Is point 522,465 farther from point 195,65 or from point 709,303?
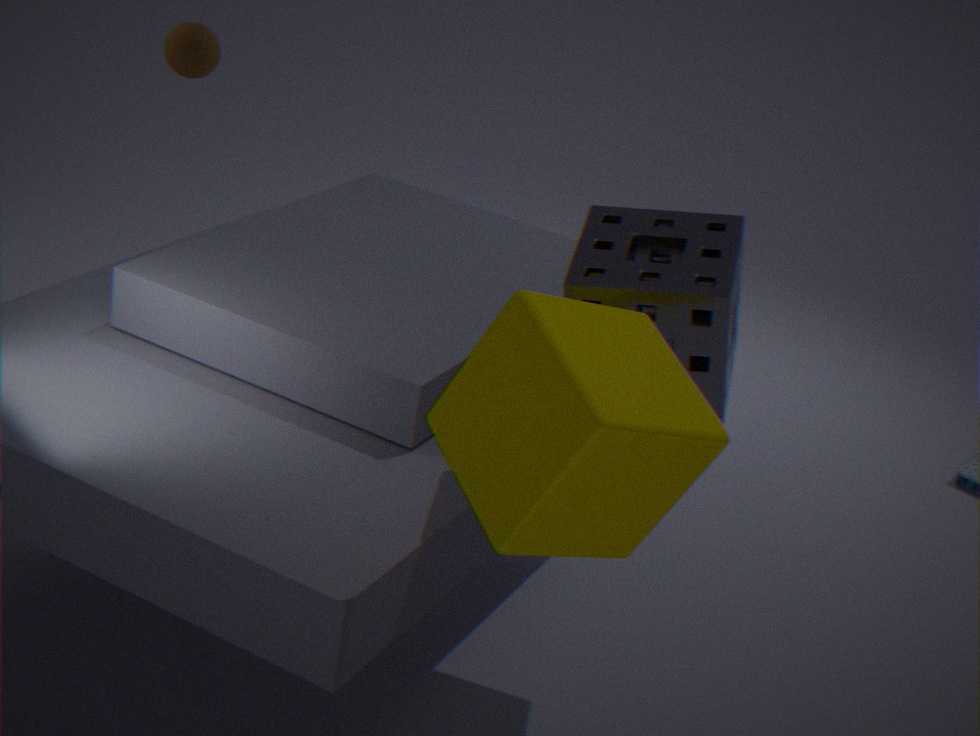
point 195,65
